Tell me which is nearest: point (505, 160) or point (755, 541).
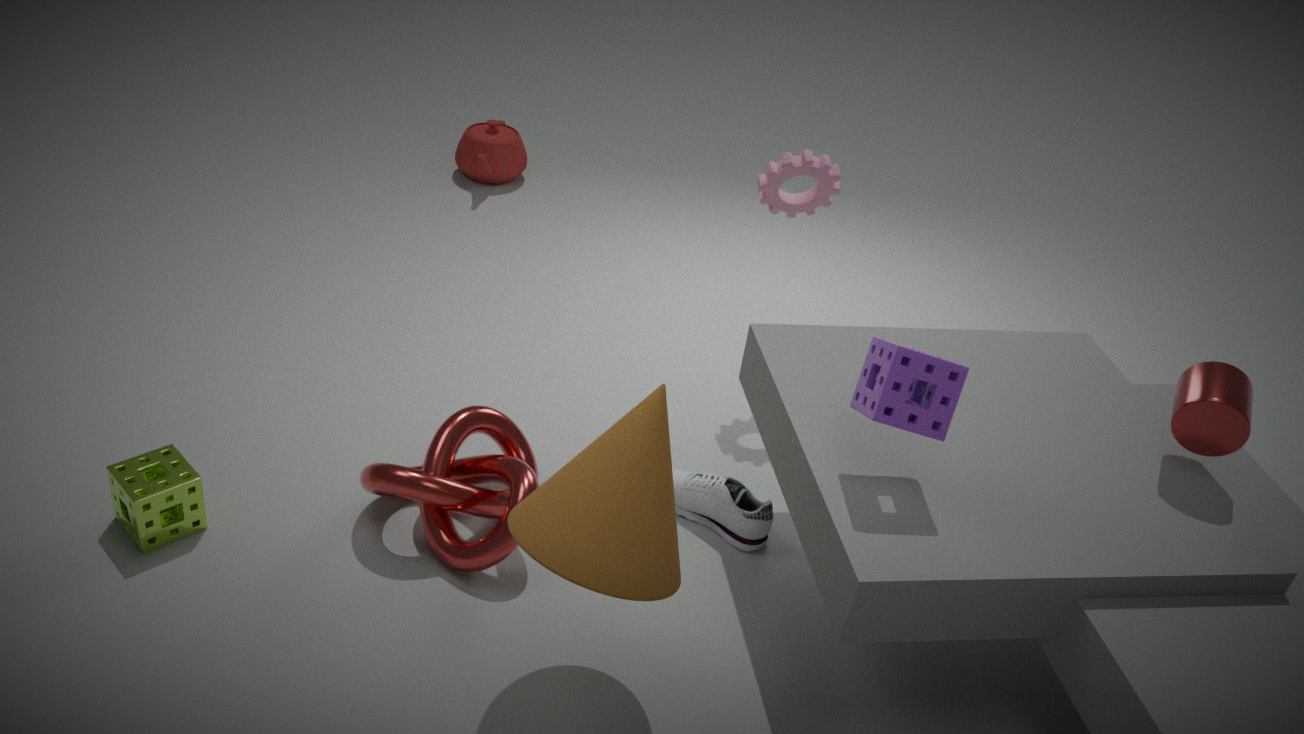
point (755, 541)
